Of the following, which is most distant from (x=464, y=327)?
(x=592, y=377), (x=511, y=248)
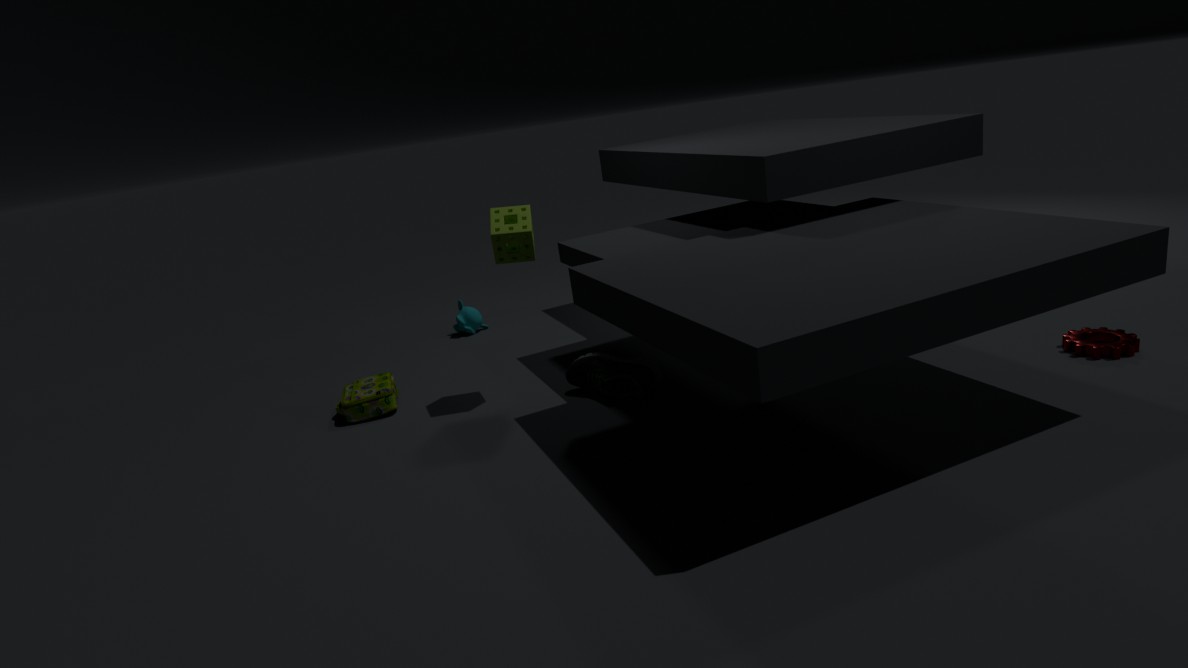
(x=592, y=377)
